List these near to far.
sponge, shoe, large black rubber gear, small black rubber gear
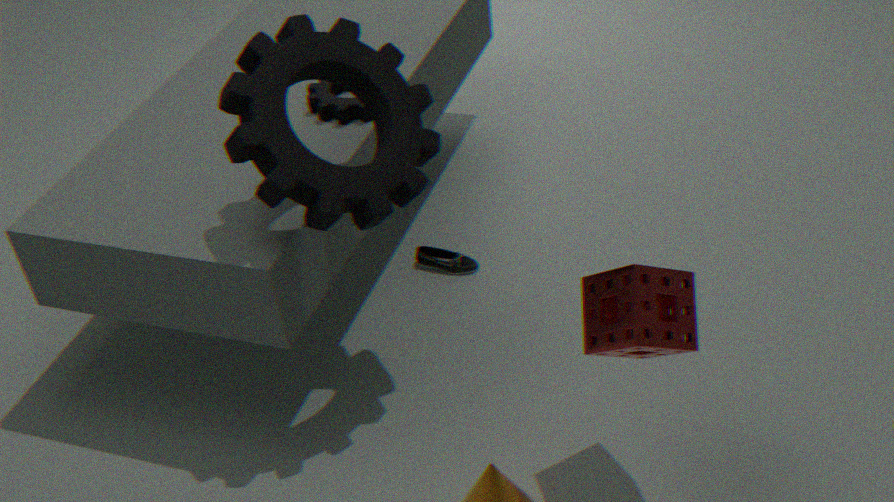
sponge < large black rubber gear < small black rubber gear < shoe
